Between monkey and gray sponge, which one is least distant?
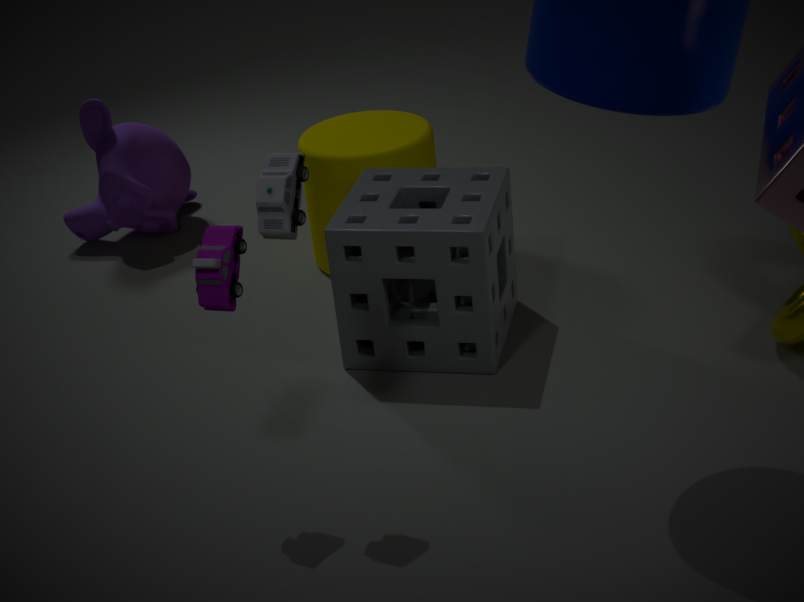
gray sponge
